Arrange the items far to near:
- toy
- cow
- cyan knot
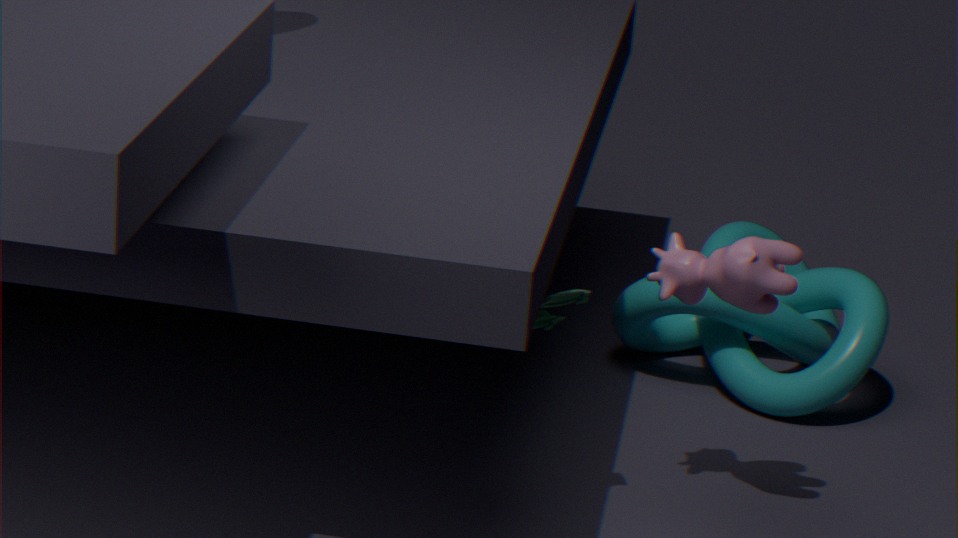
cyan knot → toy → cow
